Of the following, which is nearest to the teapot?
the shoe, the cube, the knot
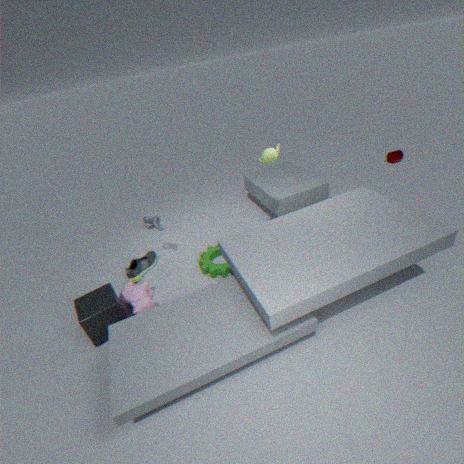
the knot
